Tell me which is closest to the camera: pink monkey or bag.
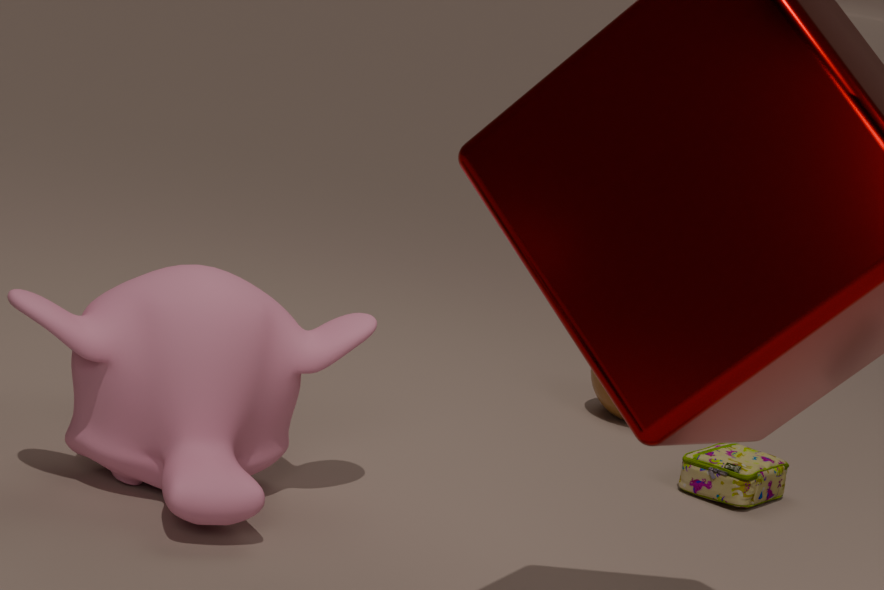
pink monkey
